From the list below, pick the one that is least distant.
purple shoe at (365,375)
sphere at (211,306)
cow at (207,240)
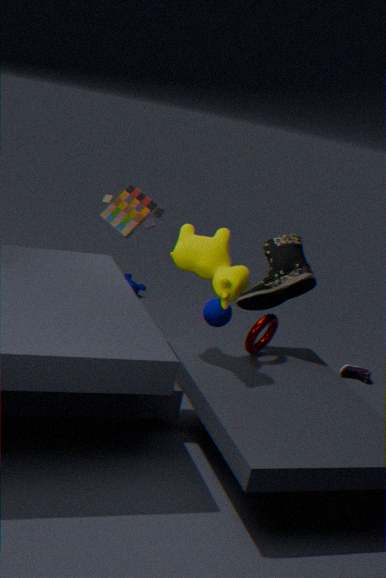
cow at (207,240)
